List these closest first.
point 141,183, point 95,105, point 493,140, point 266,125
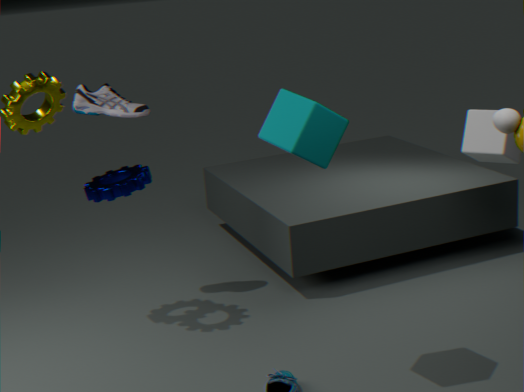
point 266,125 < point 493,140 < point 141,183 < point 95,105
